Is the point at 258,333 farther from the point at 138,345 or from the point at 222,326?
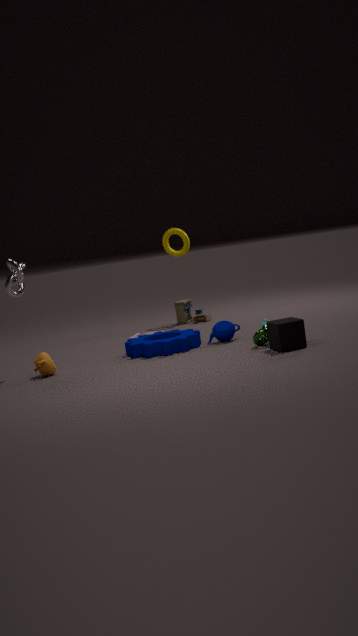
the point at 138,345
